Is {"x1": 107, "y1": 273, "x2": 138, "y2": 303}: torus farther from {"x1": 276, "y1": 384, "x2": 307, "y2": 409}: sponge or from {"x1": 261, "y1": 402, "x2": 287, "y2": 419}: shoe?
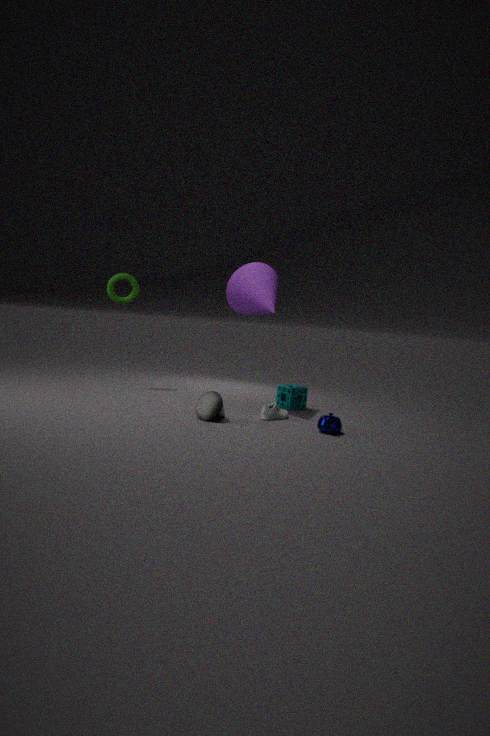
{"x1": 261, "y1": 402, "x2": 287, "y2": 419}: shoe
